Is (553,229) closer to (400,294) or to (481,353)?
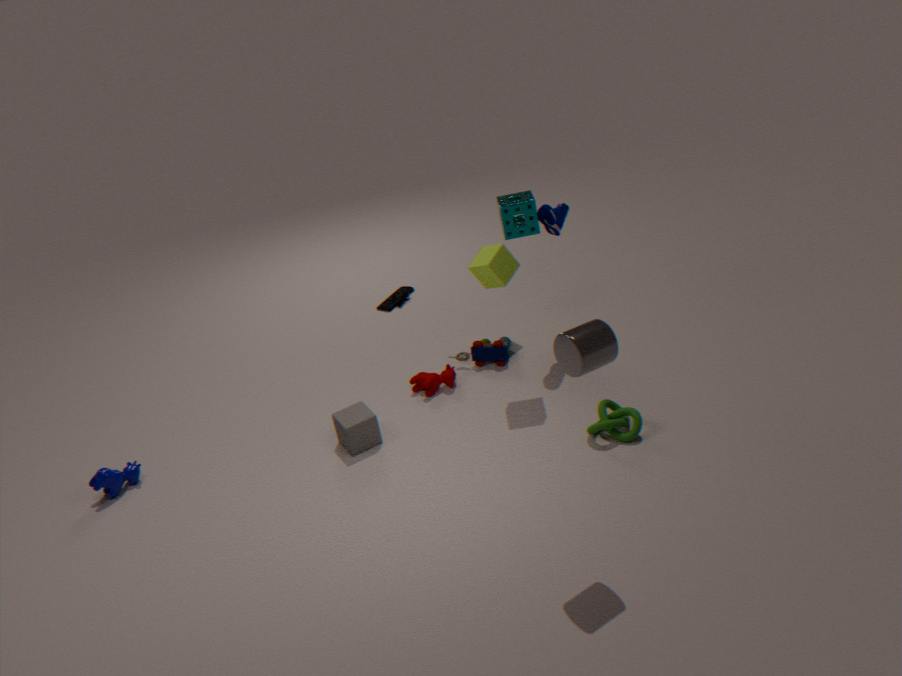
(481,353)
